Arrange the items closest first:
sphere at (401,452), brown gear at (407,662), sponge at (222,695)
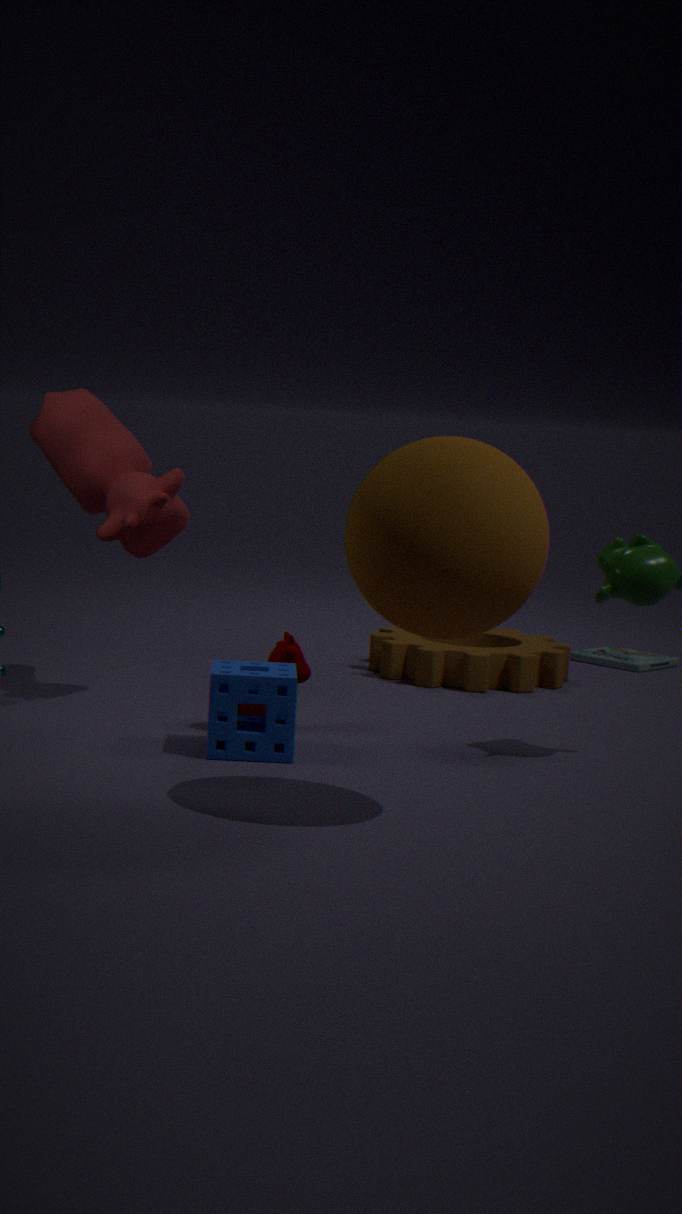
sphere at (401,452)
sponge at (222,695)
brown gear at (407,662)
